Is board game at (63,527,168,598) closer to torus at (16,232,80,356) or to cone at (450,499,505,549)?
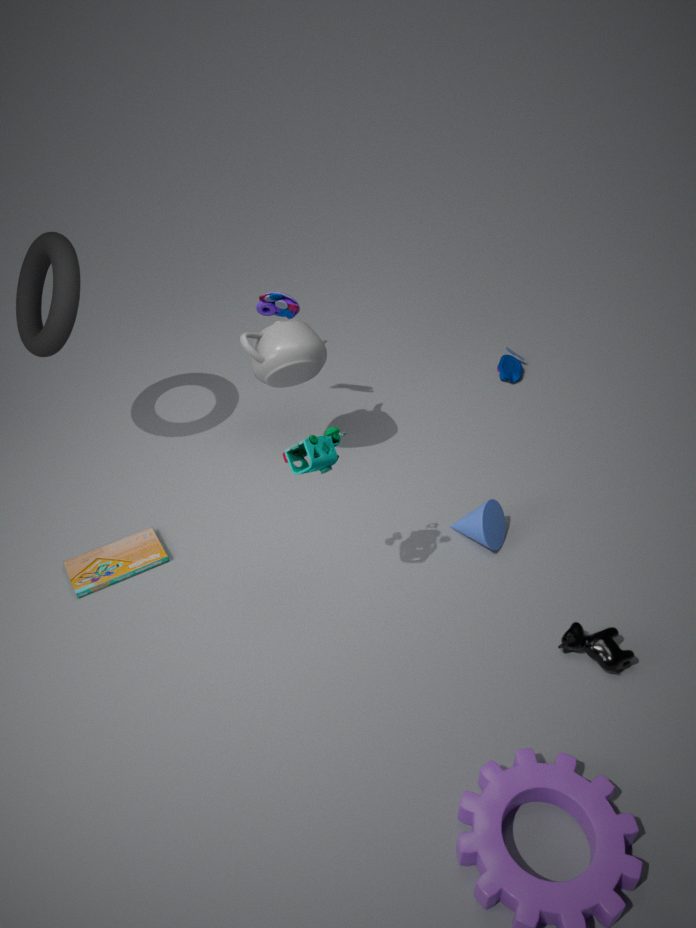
torus at (16,232,80,356)
